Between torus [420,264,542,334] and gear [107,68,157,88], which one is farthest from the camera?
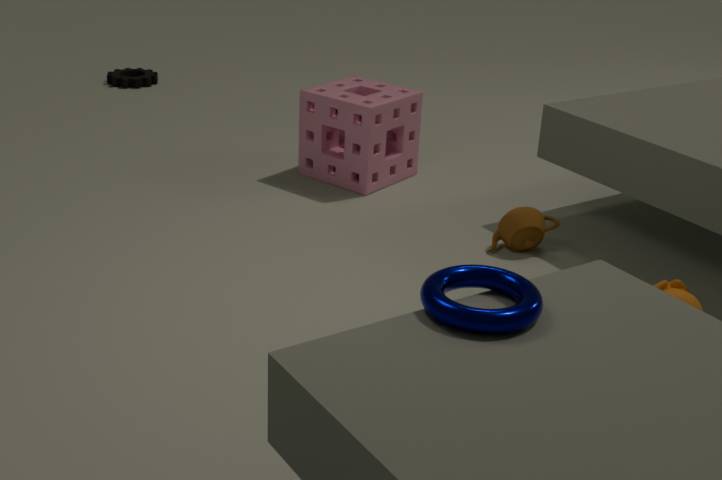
gear [107,68,157,88]
